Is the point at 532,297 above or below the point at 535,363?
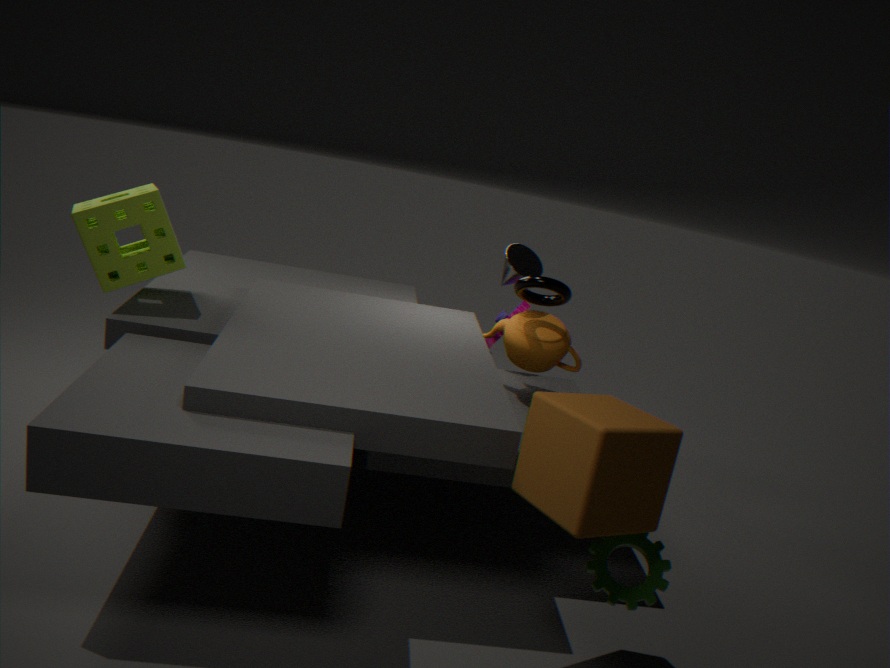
above
